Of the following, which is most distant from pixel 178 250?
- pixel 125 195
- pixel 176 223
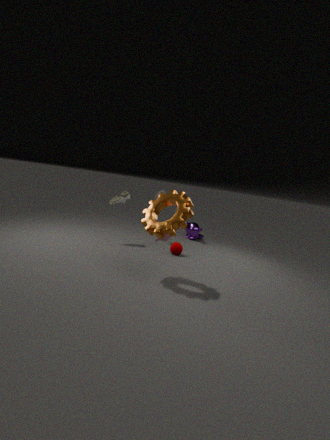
pixel 176 223
